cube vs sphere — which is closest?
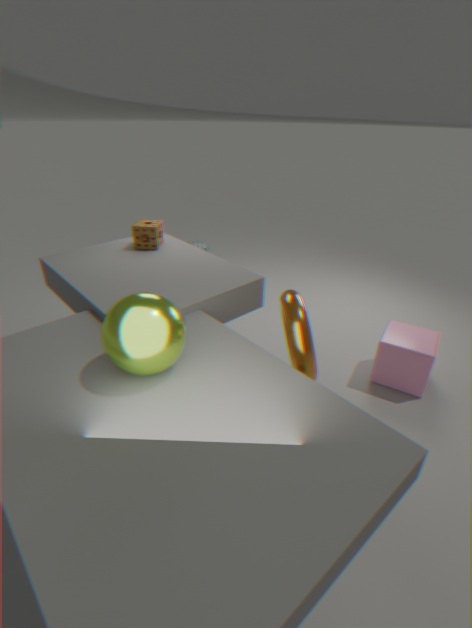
sphere
